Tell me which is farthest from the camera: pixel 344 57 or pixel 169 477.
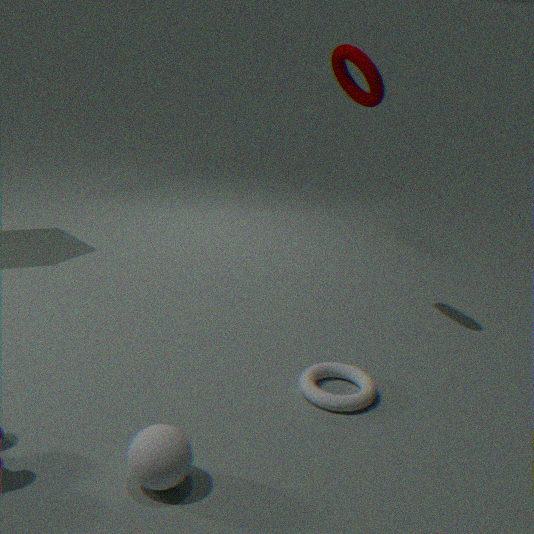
pixel 344 57
